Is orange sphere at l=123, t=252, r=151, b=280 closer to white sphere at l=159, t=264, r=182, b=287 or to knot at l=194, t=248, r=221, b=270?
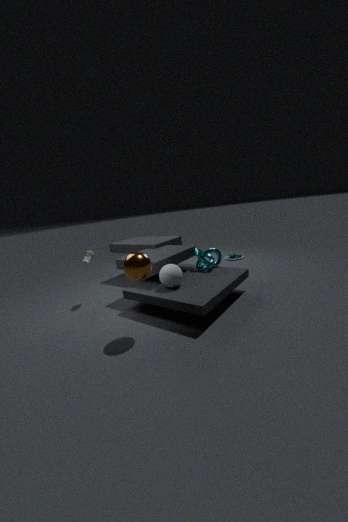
white sphere at l=159, t=264, r=182, b=287
